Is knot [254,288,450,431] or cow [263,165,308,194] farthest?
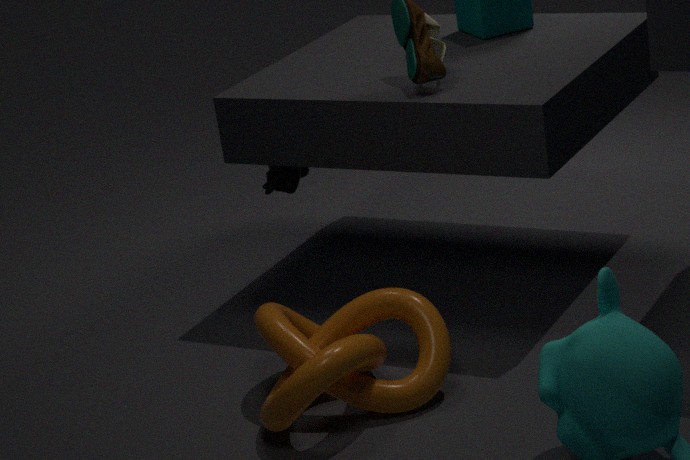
cow [263,165,308,194]
